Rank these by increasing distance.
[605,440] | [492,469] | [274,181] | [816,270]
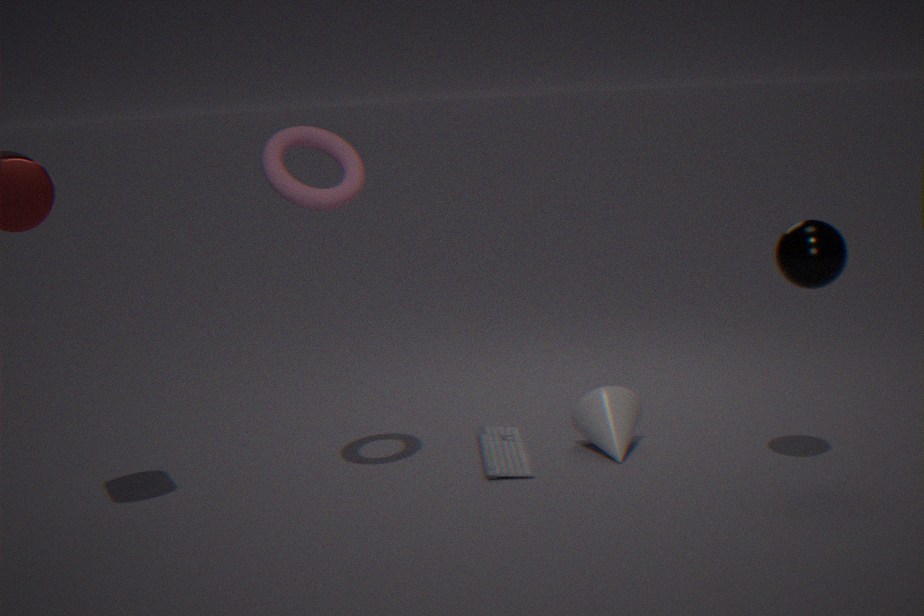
[274,181], [816,270], [492,469], [605,440]
